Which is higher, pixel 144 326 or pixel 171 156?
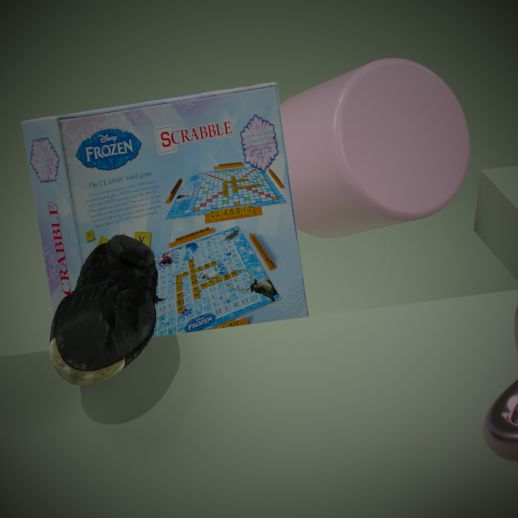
pixel 144 326
